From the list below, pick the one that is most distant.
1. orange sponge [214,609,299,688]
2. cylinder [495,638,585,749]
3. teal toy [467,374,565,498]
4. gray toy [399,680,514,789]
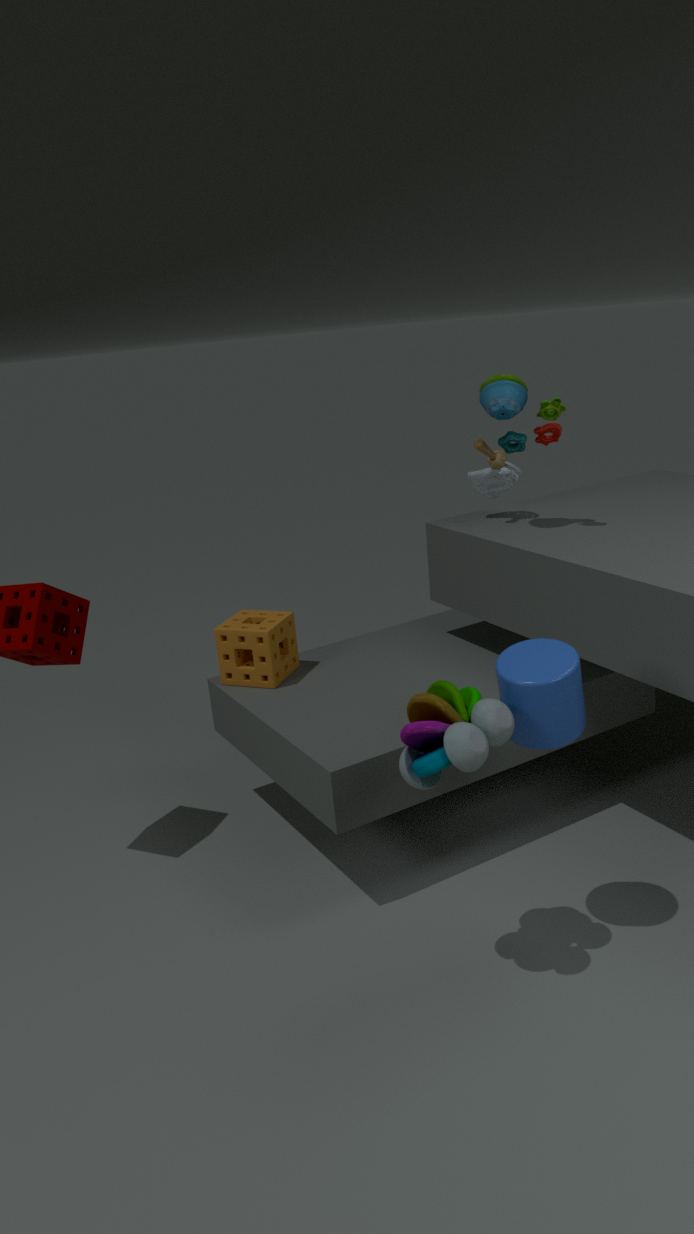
orange sponge [214,609,299,688]
